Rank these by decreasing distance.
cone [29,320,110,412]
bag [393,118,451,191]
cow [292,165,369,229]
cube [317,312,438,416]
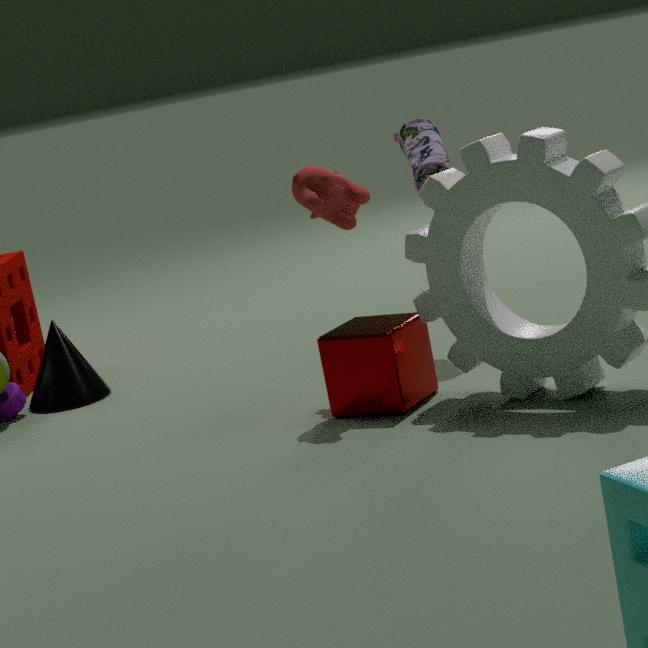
cone [29,320,110,412] → bag [393,118,451,191] → cow [292,165,369,229] → cube [317,312,438,416]
